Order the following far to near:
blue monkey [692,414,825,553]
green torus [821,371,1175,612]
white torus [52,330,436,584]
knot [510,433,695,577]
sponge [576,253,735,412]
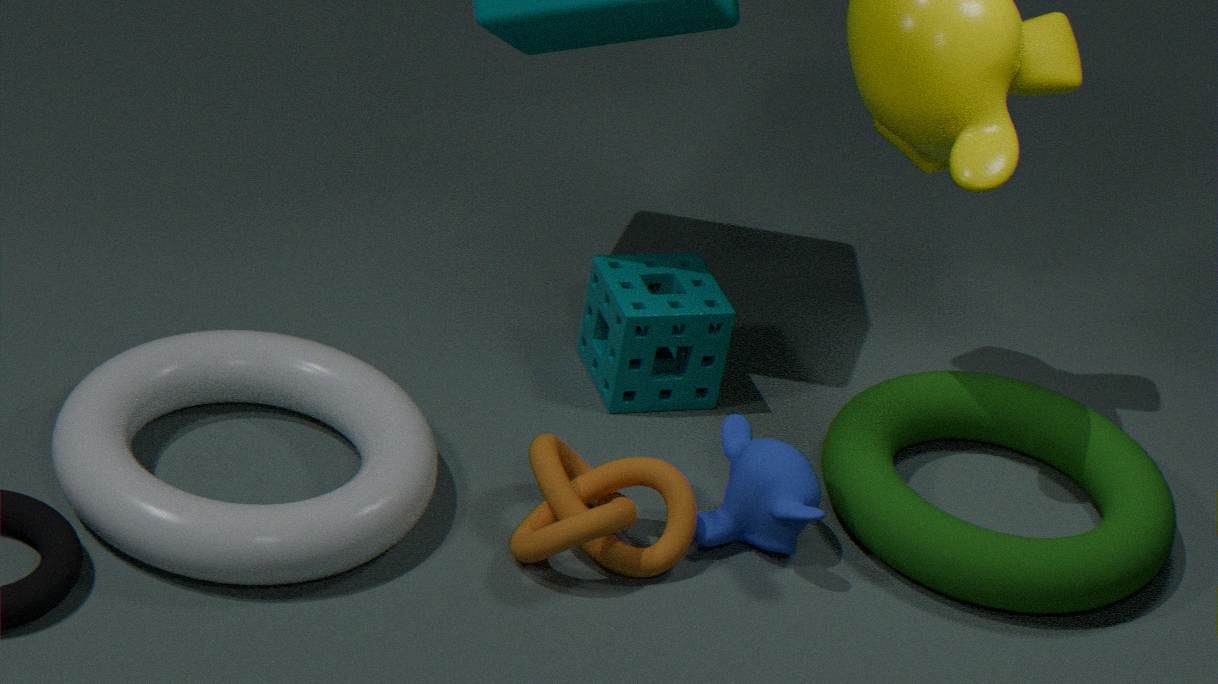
sponge [576,253,735,412] → green torus [821,371,1175,612] → blue monkey [692,414,825,553] → knot [510,433,695,577] → white torus [52,330,436,584]
